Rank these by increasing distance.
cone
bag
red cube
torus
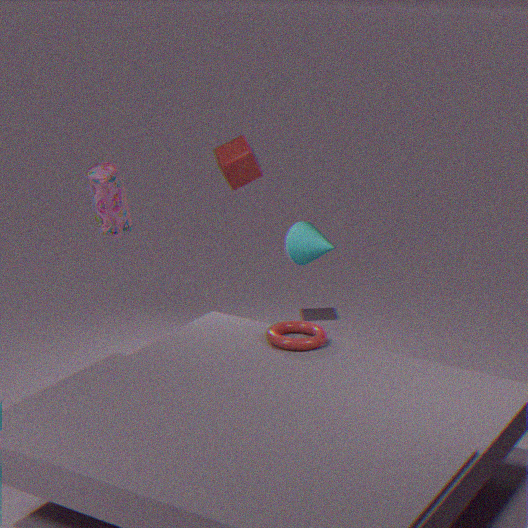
bag < torus < cone < red cube
